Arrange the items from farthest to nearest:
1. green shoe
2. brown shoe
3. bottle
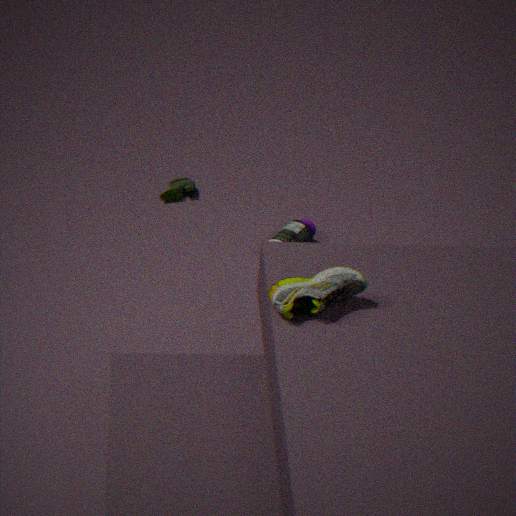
green shoe < bottle < brown shoe
